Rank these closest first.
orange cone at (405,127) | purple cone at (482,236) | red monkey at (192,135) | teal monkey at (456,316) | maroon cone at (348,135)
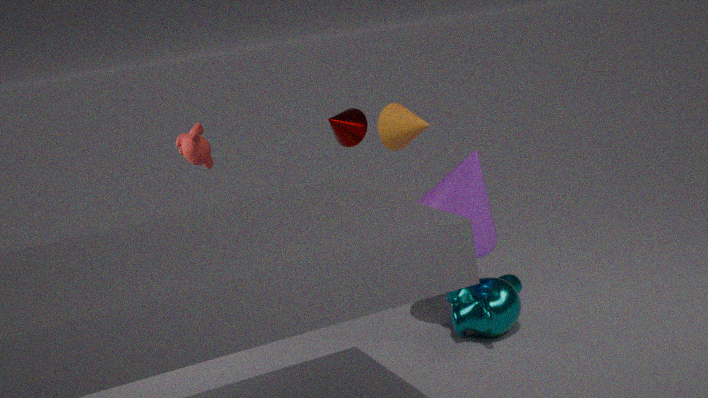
teal monkey at (456,316), purple cone at (482,236), orange cone at (405,127), red monkey at (192,135), maroon cone at (348,135)
